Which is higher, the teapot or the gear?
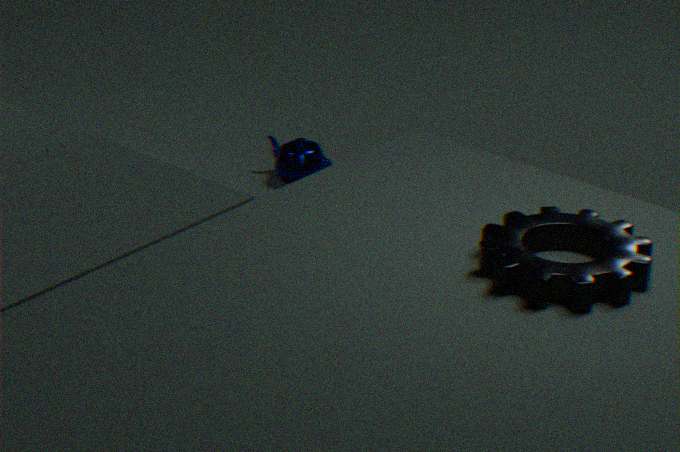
the gear
